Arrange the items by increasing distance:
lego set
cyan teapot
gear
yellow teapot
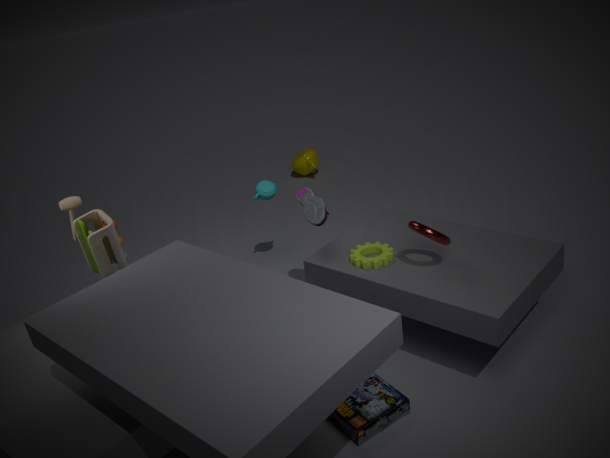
lego set
gear
cyan teapot
yellow teapot
